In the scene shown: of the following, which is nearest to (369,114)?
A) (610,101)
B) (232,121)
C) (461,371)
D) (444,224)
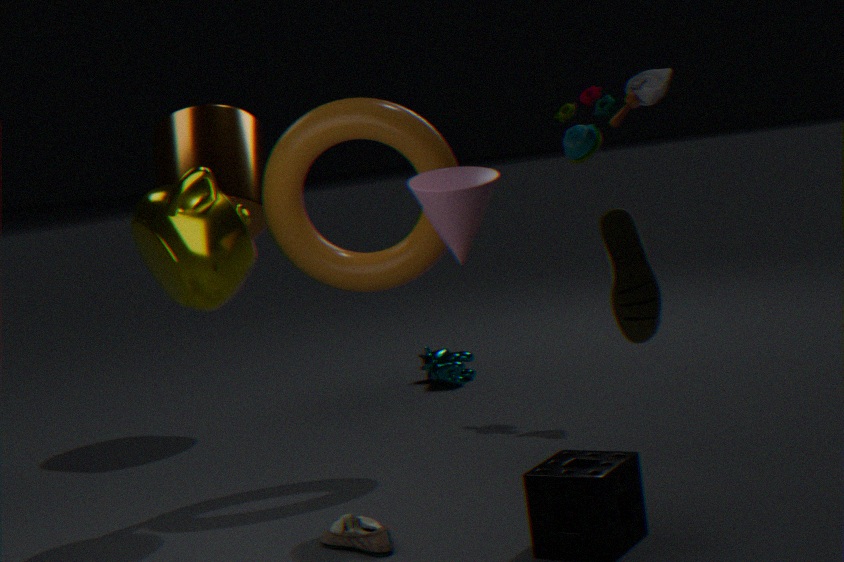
(444,224)
